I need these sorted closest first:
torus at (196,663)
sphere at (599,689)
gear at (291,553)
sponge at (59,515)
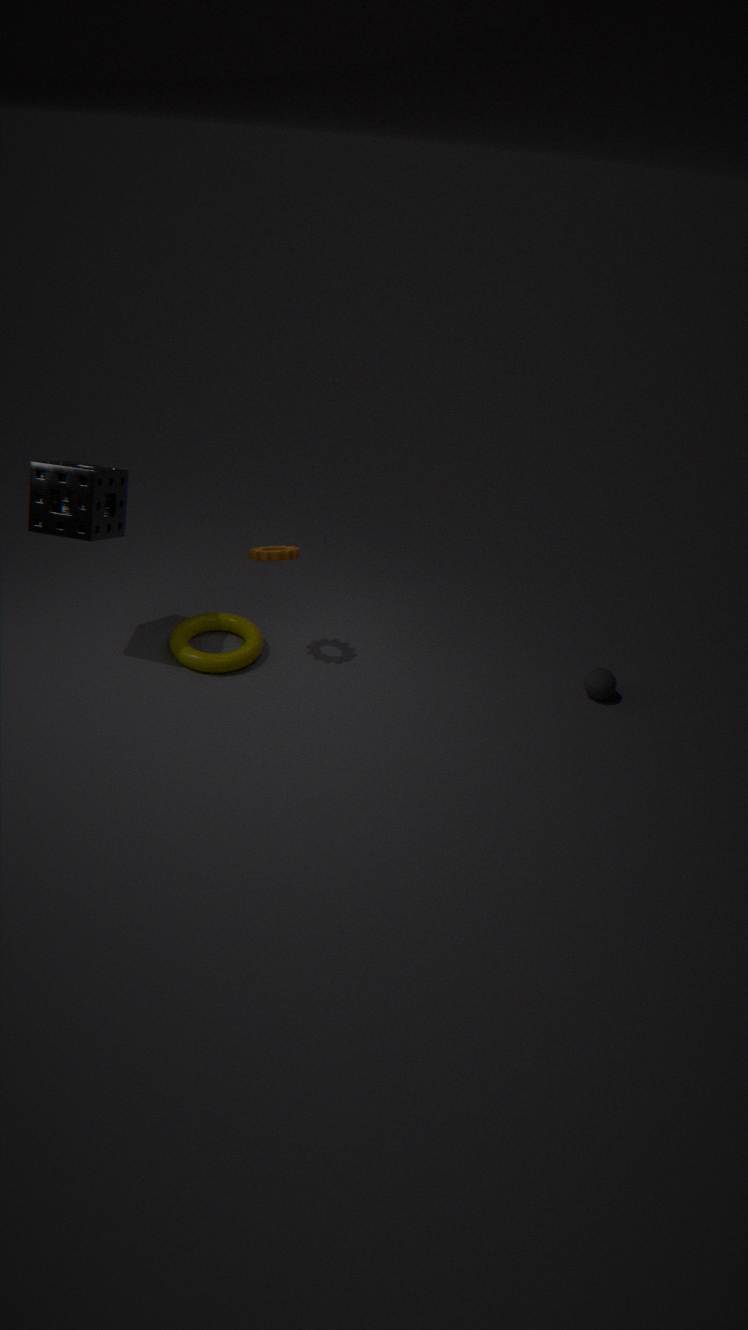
sponge at (59,515) → gear at (291,553) → torus at (196,663) → sphere at (599,689)
